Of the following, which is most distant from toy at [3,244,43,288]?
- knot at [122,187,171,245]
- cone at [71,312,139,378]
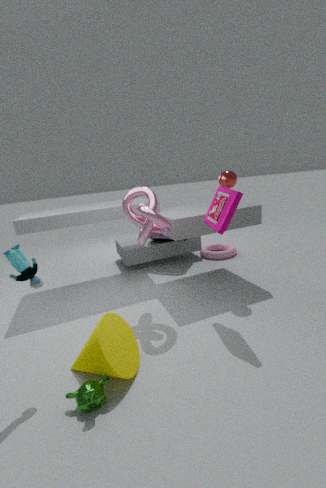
knot at [122,187,171,245]
